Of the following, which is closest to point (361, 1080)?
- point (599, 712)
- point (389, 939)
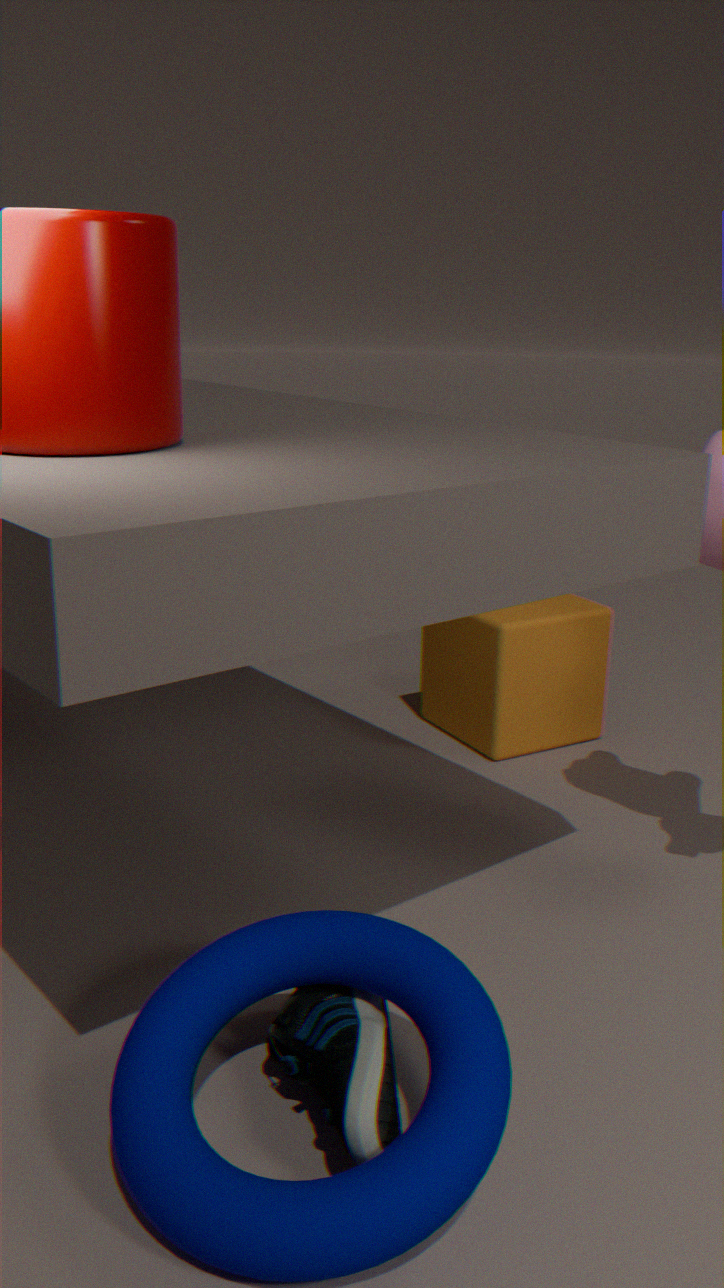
point (389, 939)
